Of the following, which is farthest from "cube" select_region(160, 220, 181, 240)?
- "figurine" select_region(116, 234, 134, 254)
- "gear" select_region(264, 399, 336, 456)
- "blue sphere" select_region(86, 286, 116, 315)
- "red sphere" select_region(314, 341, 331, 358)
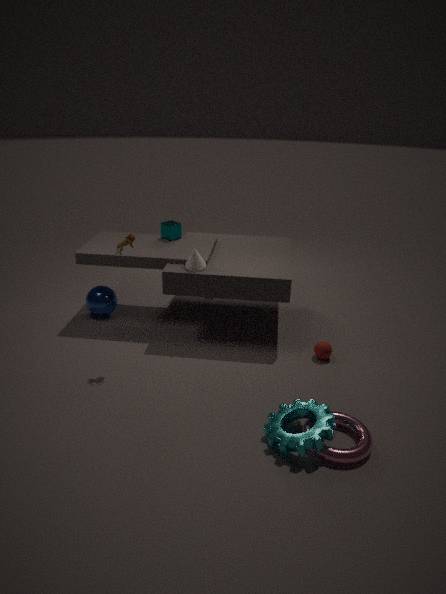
"gear" select_region(264, 399, 336, 456)
